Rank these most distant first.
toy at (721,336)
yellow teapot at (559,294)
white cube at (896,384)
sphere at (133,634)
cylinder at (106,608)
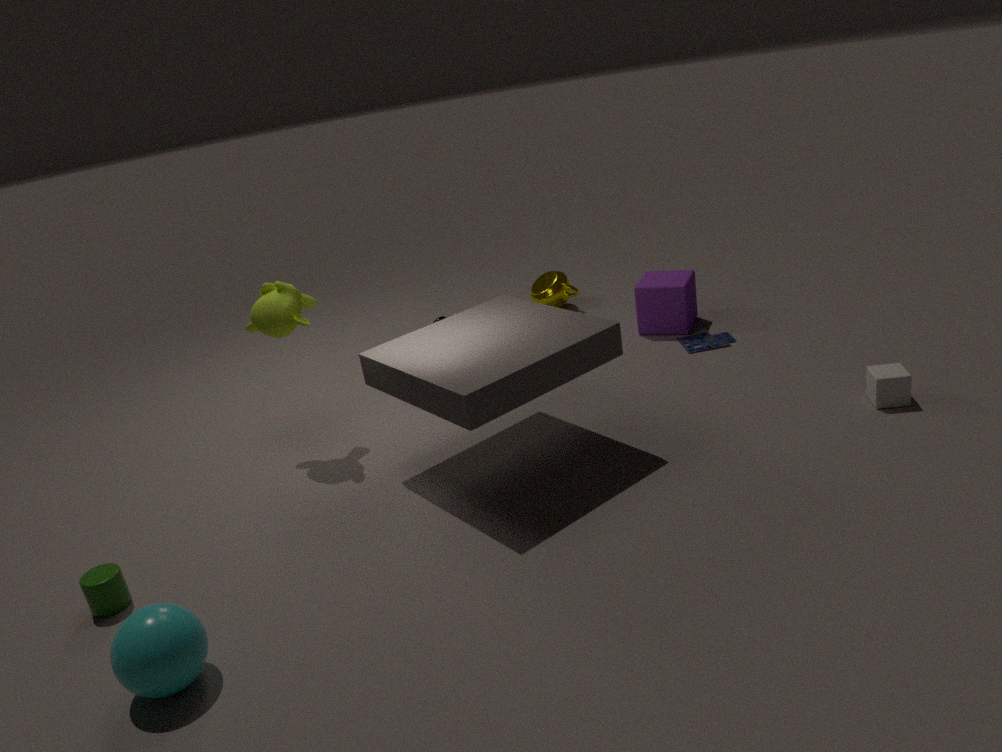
yellow teapot at (559,294) < toy at (721,336) < white cube at (896,384) < cylinder at (106,608) < sphere at (133,634)
